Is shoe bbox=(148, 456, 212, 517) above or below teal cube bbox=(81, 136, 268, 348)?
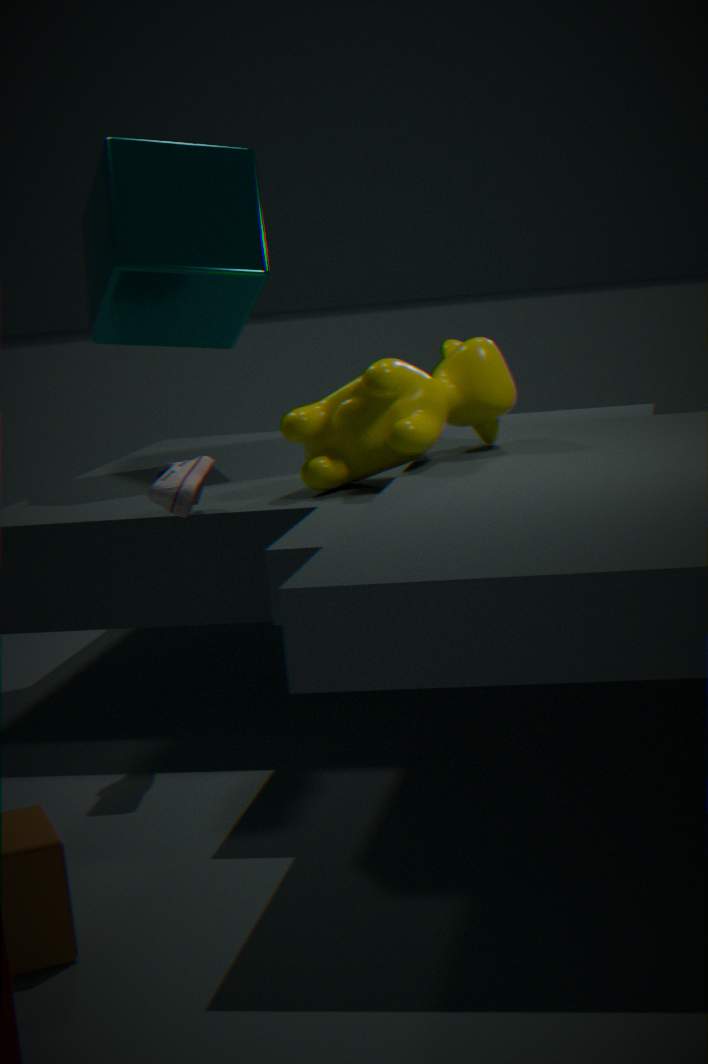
below
